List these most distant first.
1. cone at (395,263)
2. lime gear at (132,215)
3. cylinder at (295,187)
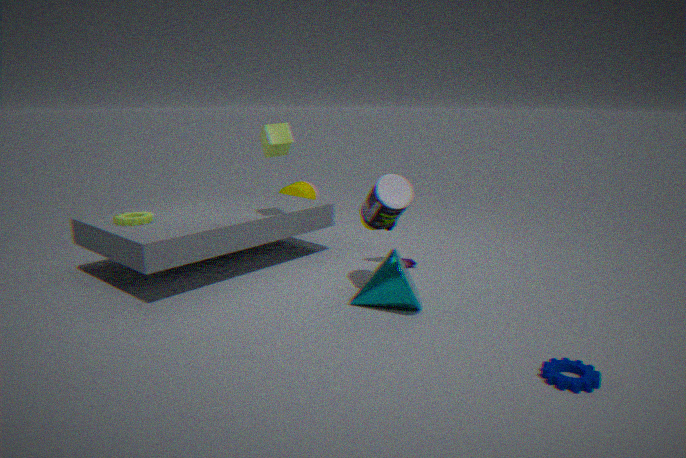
cylinder at (295,187)
lime gear at (132,215)
cone at (395,263)
